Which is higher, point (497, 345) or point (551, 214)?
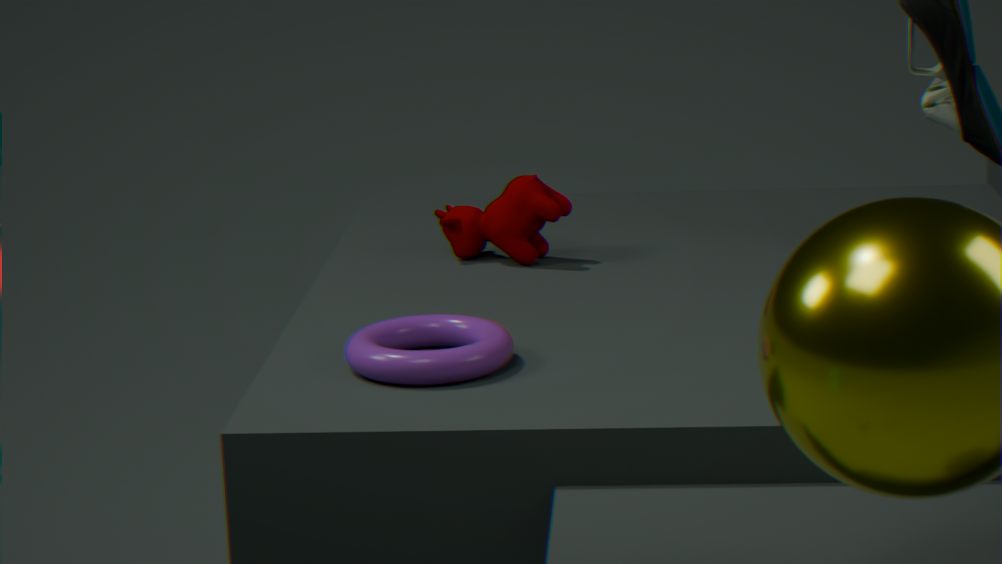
point (551, 214)
